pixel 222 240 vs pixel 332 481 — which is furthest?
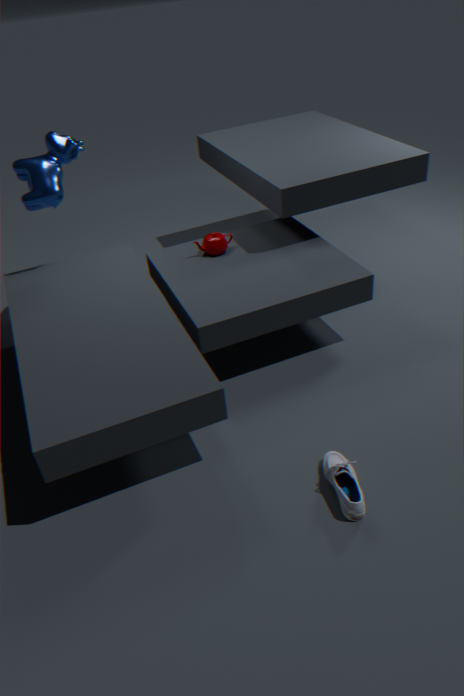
pixel 222 240
